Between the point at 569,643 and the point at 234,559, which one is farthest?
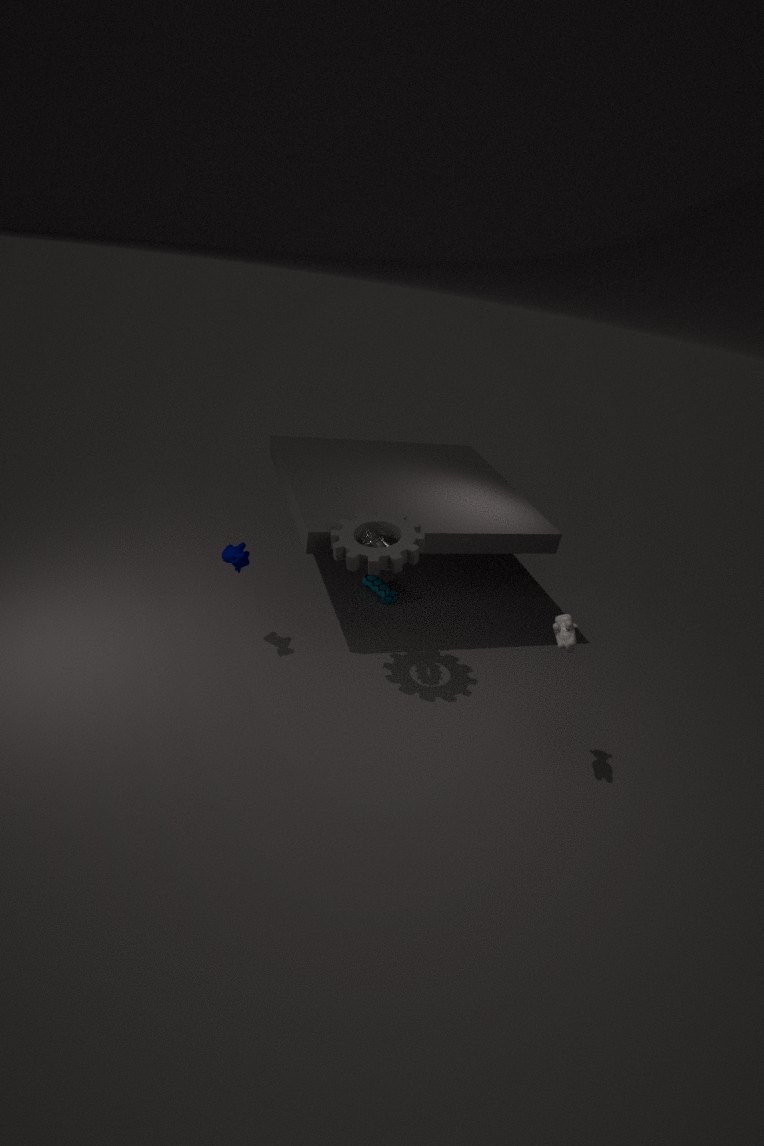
the point at 234,559
